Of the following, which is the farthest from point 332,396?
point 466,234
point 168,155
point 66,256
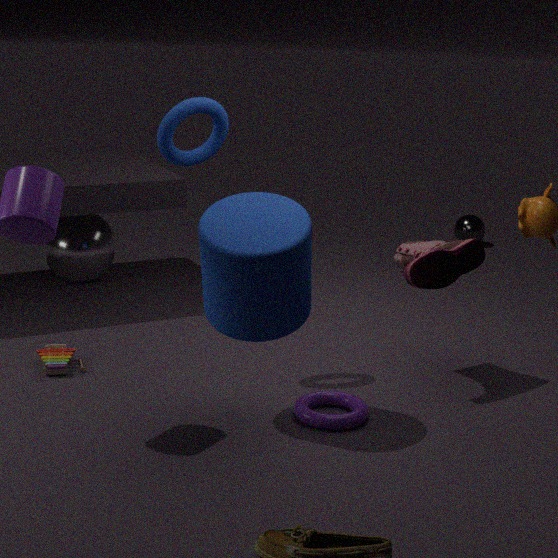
point 466,234
